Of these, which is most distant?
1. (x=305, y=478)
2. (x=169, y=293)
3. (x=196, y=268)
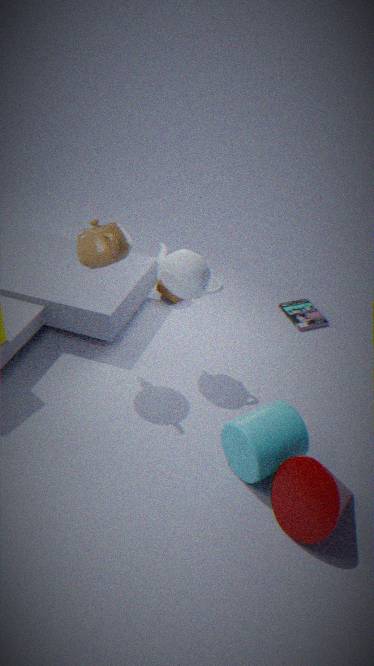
(x=169, y=293)
